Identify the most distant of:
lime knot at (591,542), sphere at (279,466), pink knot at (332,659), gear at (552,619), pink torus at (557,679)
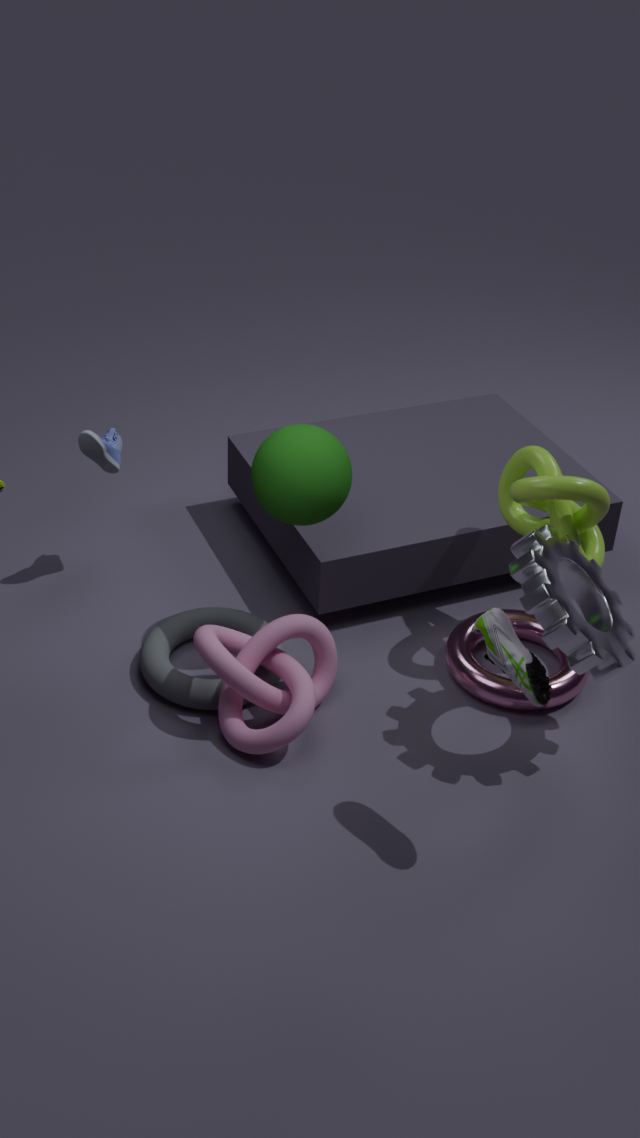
pink torus at (557,679)
